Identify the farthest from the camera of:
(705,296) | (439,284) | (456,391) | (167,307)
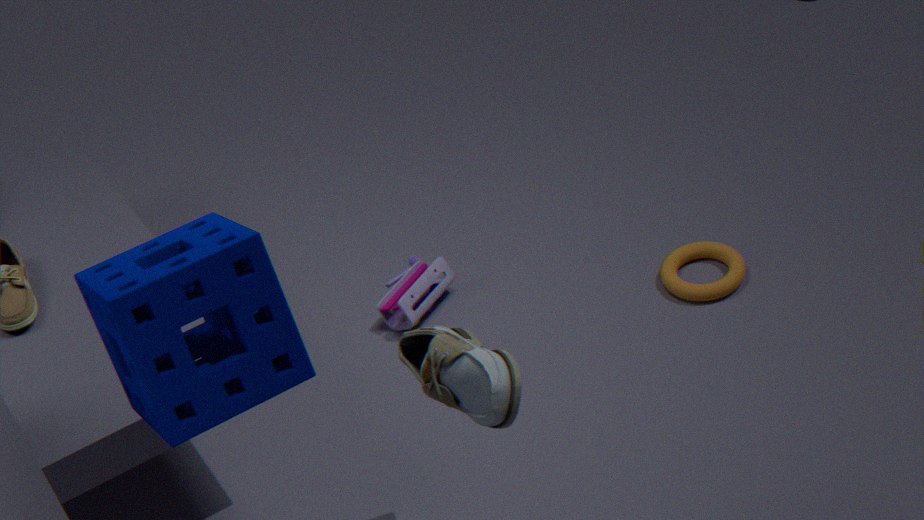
(439,284)
